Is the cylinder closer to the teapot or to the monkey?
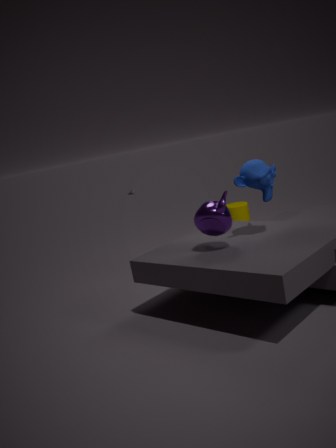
the monkey
